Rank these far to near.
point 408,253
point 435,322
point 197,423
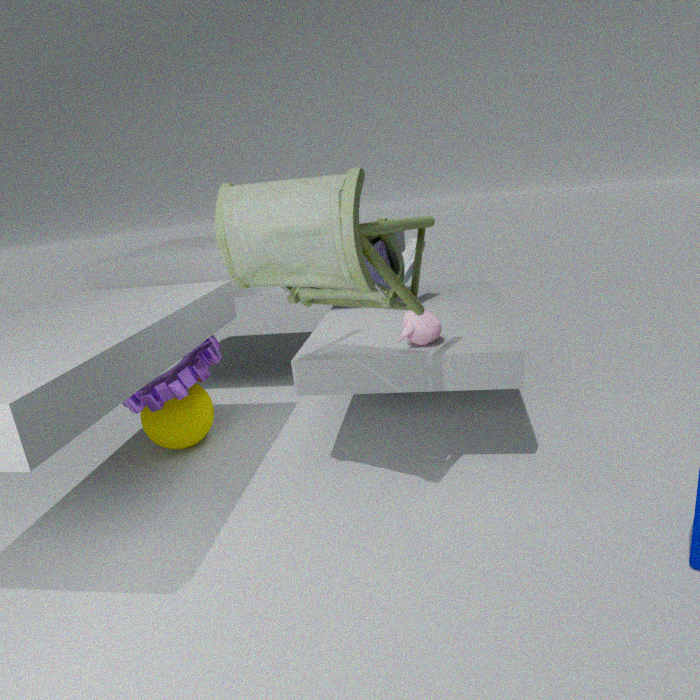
point 408,253, point 197,423, point 435,322
